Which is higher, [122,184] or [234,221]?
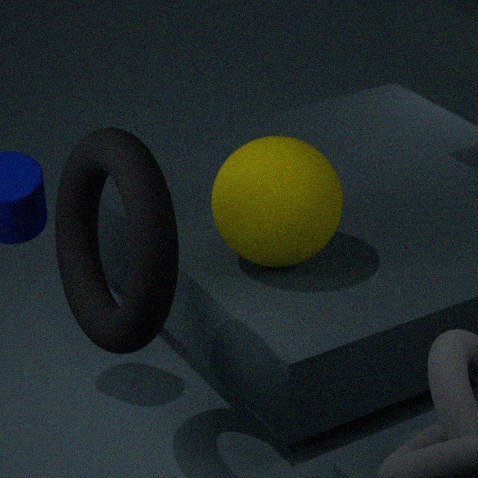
[122,184]
